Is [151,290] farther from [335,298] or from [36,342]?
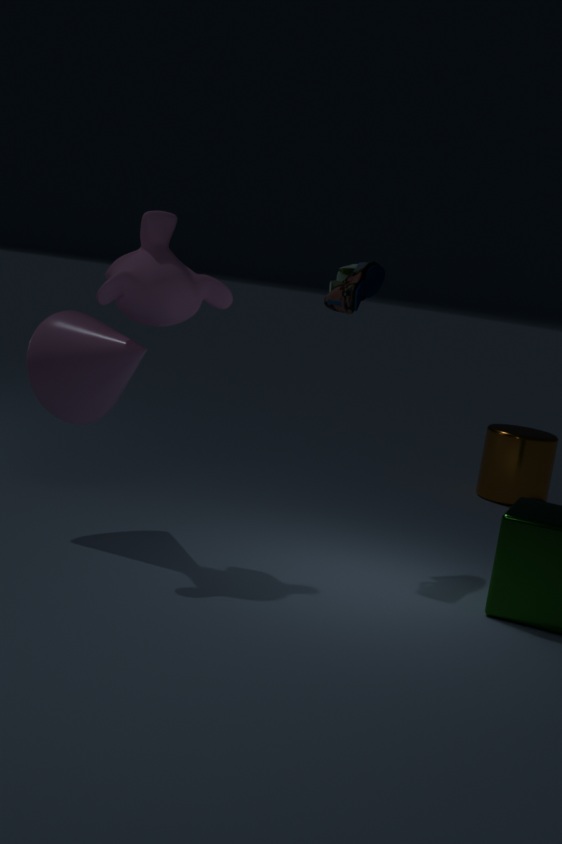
[335,298]
